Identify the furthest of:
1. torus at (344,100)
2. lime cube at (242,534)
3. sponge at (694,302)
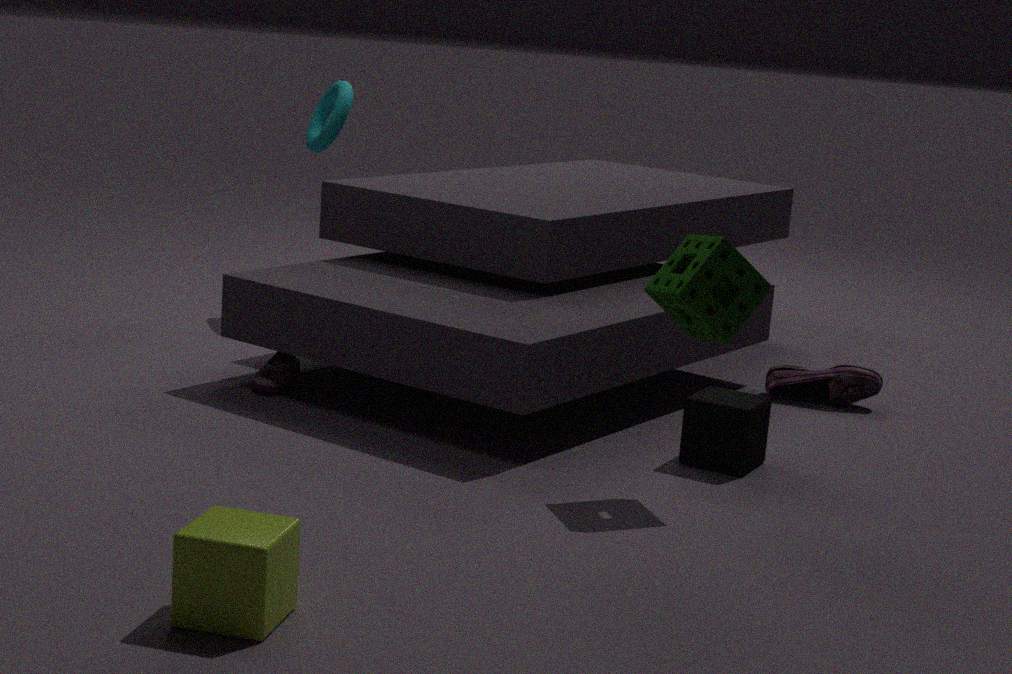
torus at (344,100)
